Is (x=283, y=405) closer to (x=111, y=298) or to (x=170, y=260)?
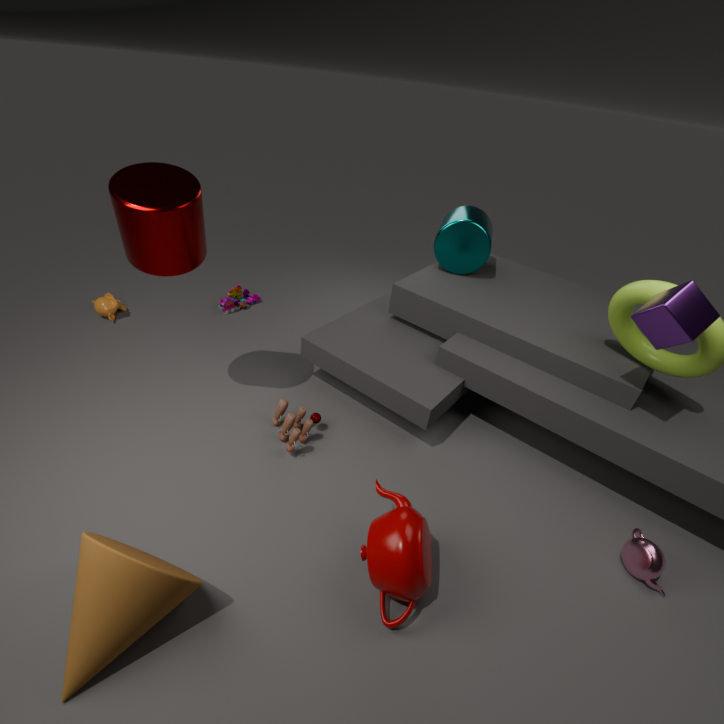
(x=170, y=260)
